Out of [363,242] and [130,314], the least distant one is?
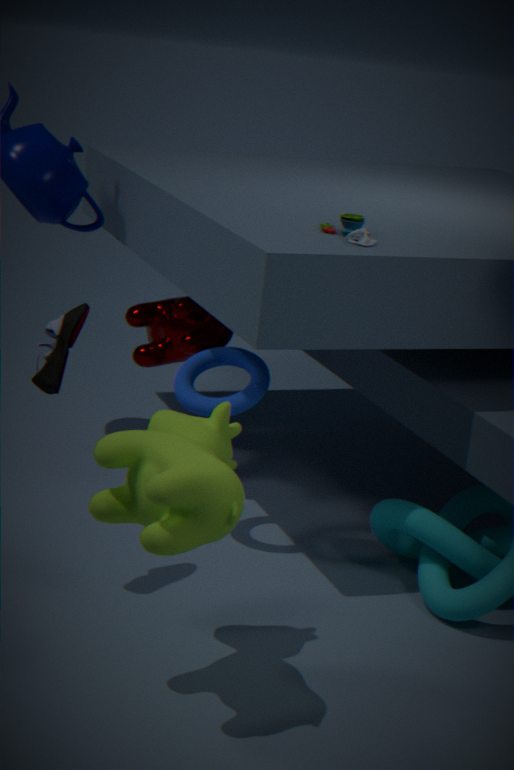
[363,242]
